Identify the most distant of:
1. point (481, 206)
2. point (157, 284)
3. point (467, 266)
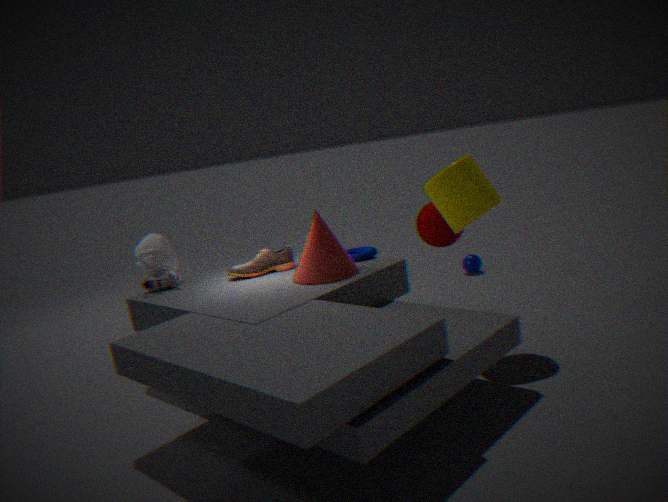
point (467, 266)
